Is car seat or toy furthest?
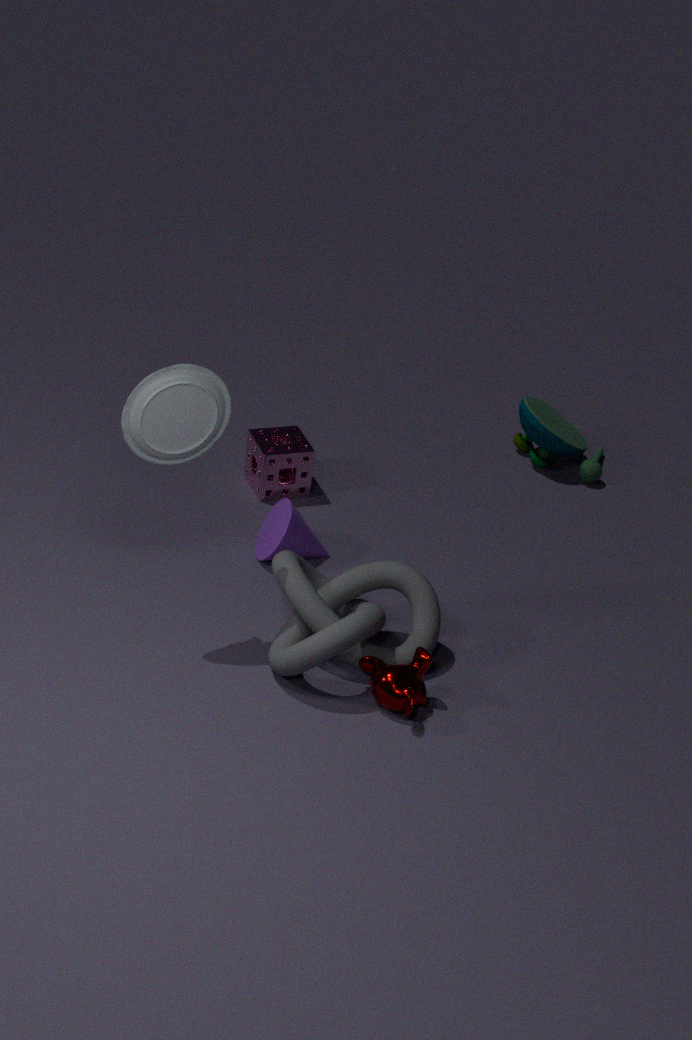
toy
